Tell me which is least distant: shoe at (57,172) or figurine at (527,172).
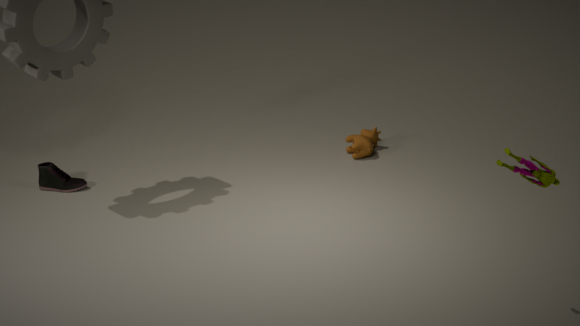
figurine at (527,172)
